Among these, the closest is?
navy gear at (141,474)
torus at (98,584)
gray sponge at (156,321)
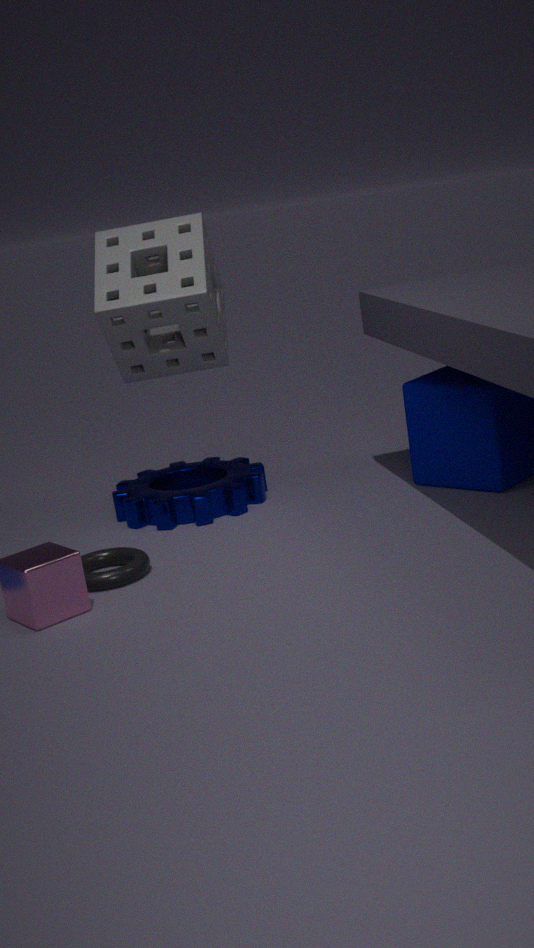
torus at (98,584)
